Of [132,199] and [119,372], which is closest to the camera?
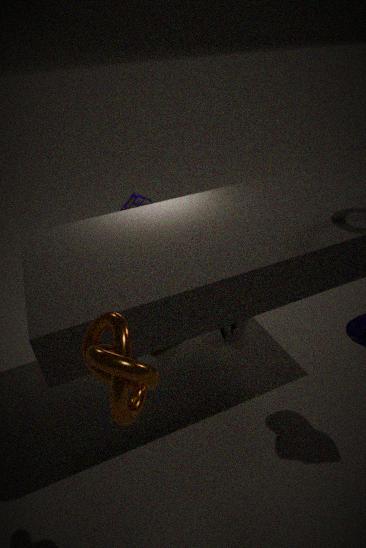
[119,372]
